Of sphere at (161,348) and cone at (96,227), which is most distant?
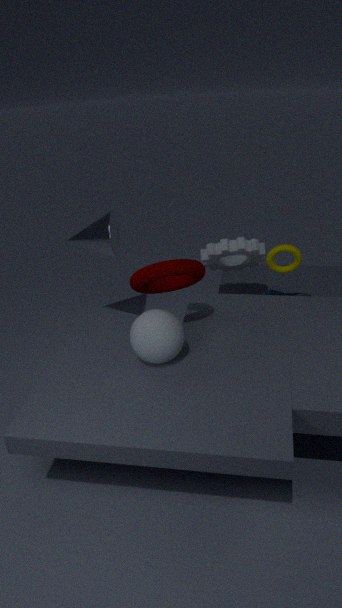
A: cone at (96,227)
